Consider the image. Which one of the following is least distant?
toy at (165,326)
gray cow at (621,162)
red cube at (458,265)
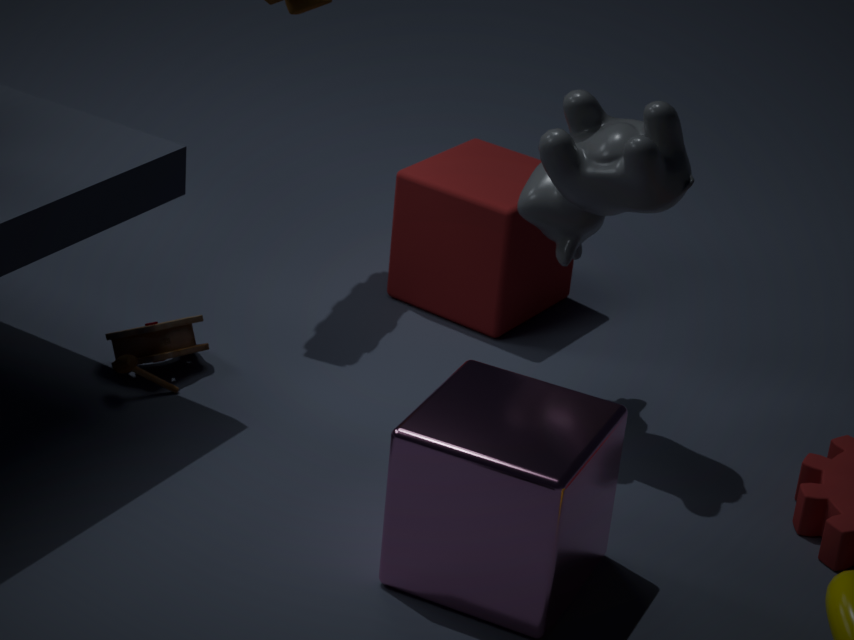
gray cow at (621,162)
